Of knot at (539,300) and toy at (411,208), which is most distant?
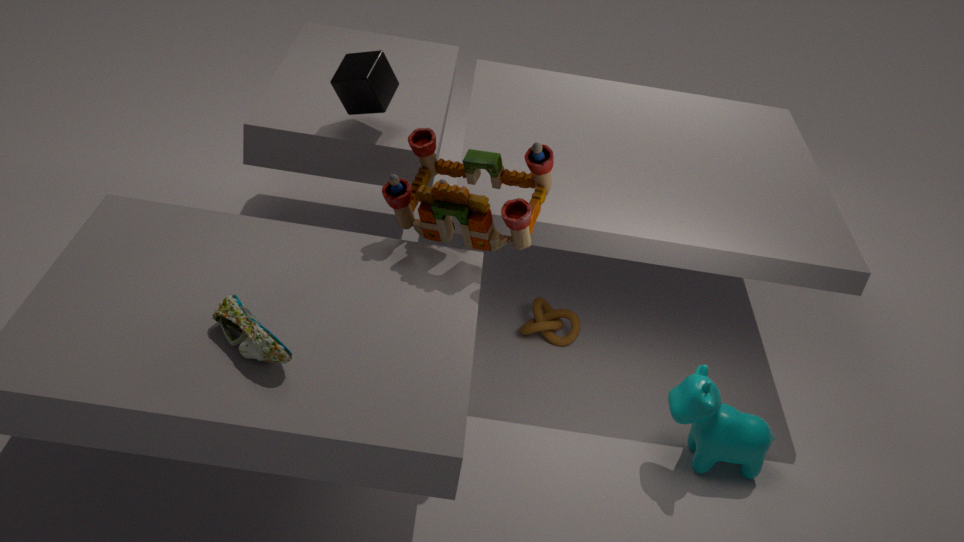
knot at (539,300)
